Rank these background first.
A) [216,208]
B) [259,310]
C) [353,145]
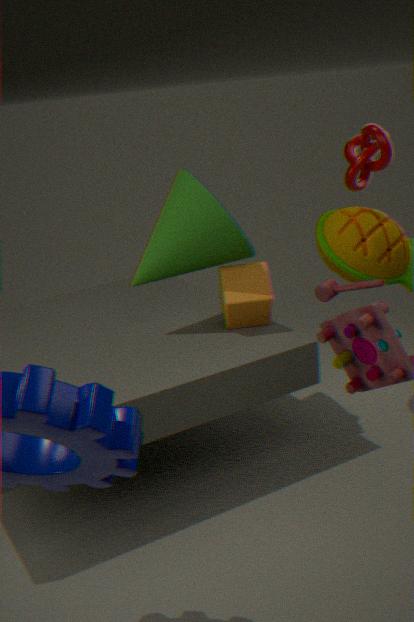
[353,145], [259,310], [216,208]
